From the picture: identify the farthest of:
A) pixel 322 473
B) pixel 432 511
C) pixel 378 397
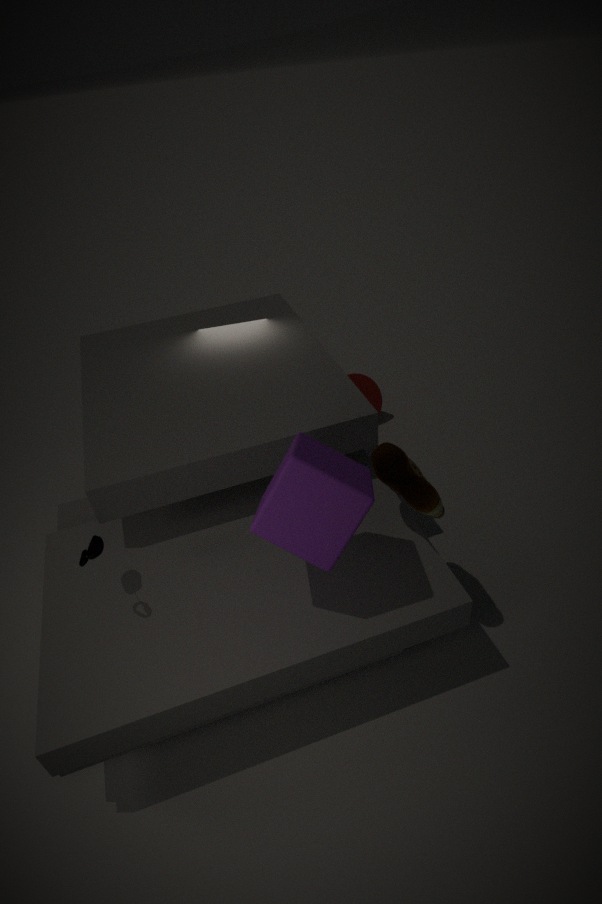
pixel 378 397
